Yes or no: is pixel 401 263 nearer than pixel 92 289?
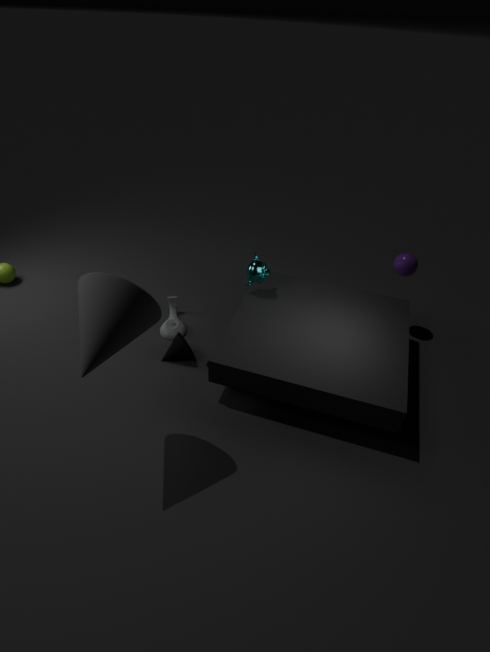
No
